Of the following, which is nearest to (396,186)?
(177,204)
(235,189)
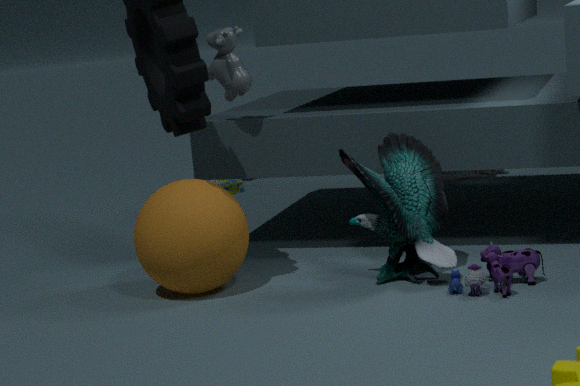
(177,204)
